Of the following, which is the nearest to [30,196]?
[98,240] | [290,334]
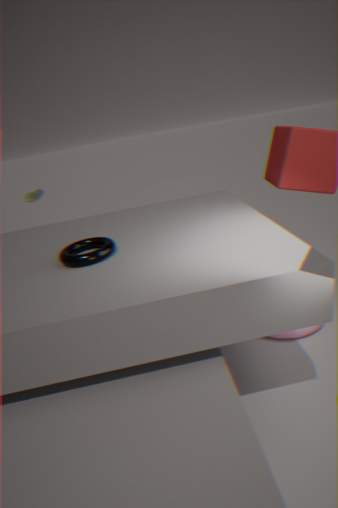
[98,240]
